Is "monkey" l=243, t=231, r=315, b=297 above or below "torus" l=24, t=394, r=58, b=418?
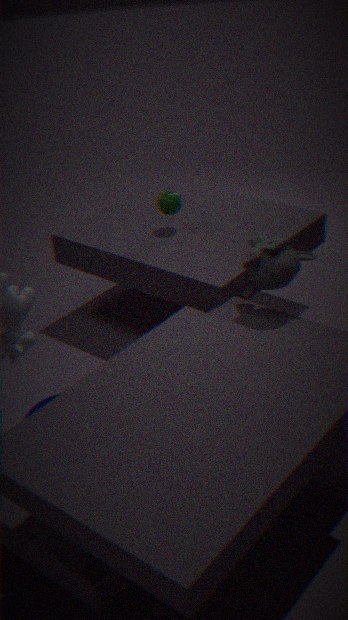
above
